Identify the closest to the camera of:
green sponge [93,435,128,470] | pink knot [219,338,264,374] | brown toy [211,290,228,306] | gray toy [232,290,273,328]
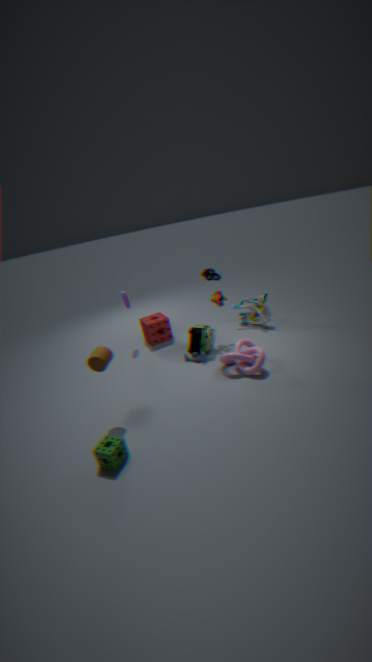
green sponge [93,435,128,470]
